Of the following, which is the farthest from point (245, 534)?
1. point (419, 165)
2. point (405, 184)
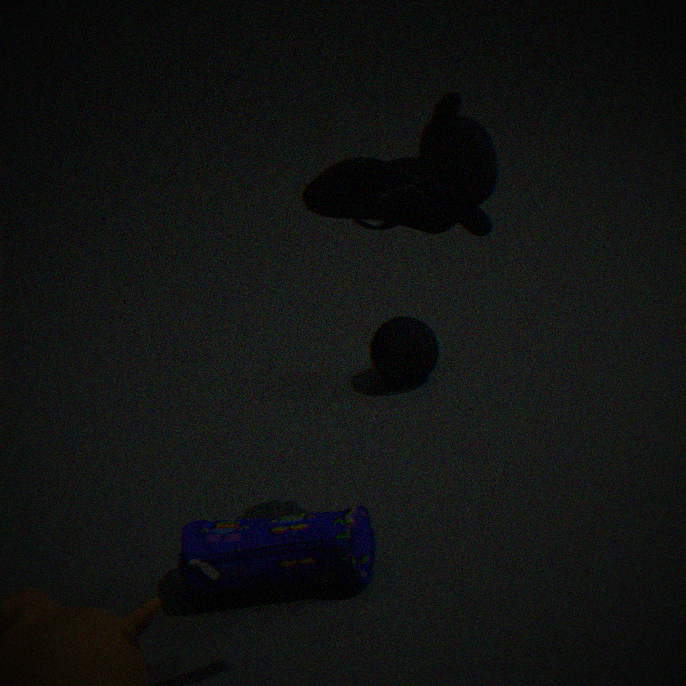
point (405, 184)
